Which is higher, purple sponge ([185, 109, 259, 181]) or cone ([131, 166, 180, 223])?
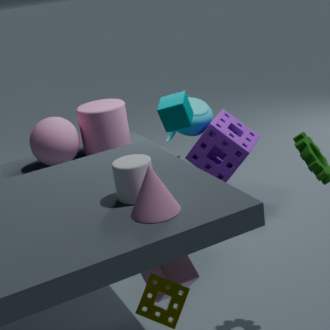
cone ([131, 166, 180, 223])
